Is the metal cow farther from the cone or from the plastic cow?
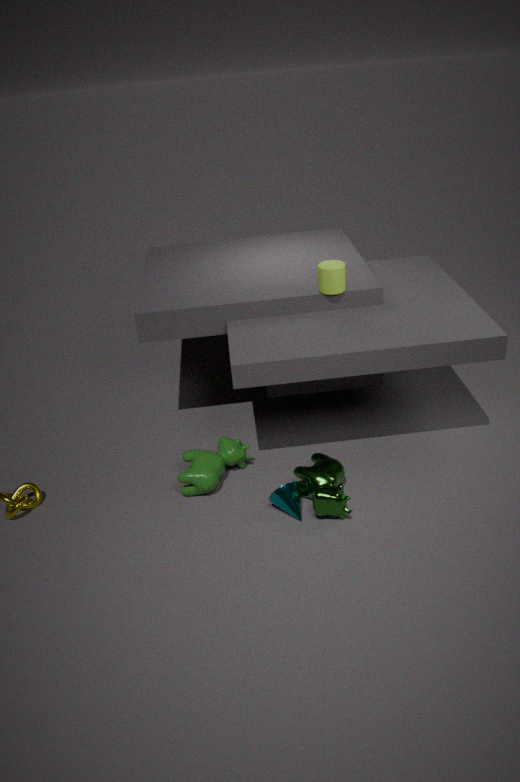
the plastic cow
